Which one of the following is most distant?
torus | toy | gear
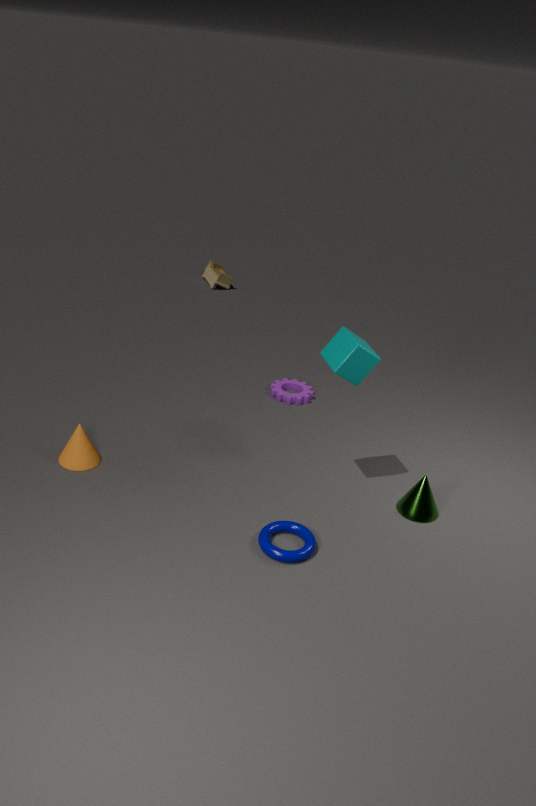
toy
